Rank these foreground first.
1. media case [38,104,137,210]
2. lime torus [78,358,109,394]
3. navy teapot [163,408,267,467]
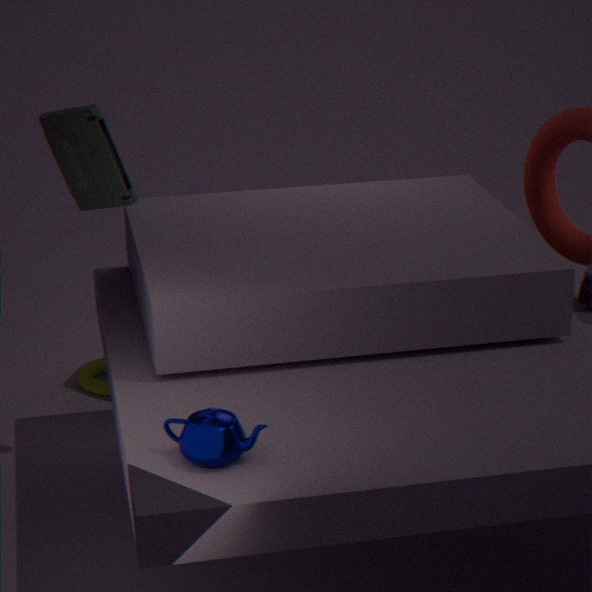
navy teapot [163,408,267,467] < media case [38,104,137,210] < lime torus [78,358,109,394]
